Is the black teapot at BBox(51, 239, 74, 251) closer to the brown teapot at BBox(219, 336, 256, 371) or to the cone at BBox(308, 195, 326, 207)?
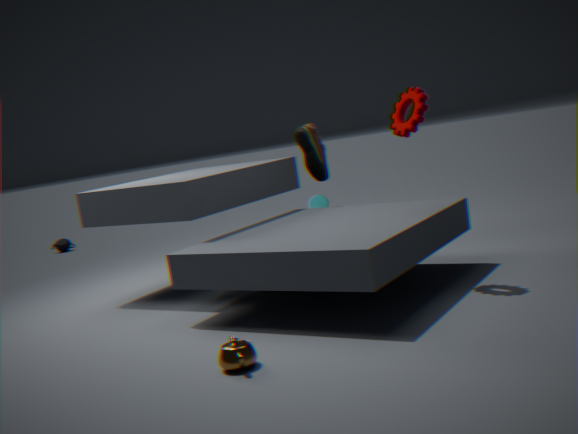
the cone at BBox(308, 195, 326, 207)
